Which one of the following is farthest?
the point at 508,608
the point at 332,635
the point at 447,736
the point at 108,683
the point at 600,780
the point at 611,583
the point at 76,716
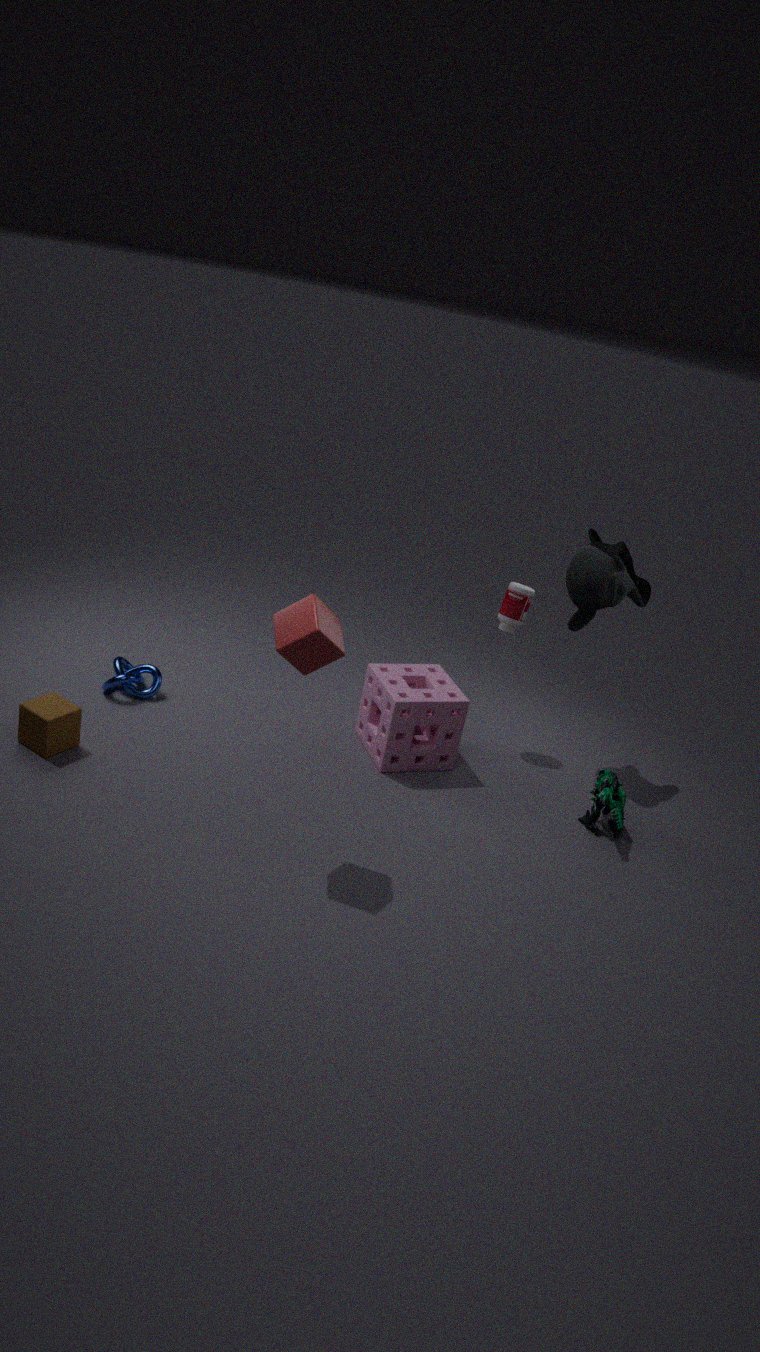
the point at 508,608
